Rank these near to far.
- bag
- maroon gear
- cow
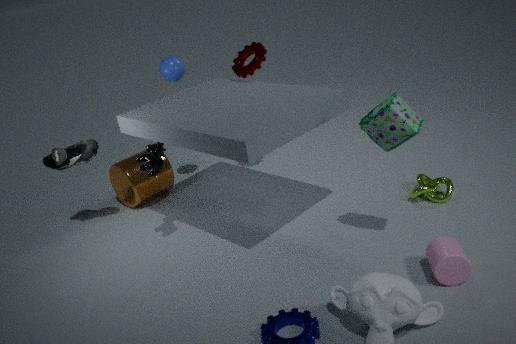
1. bag
2. cow
3. maroon gear
